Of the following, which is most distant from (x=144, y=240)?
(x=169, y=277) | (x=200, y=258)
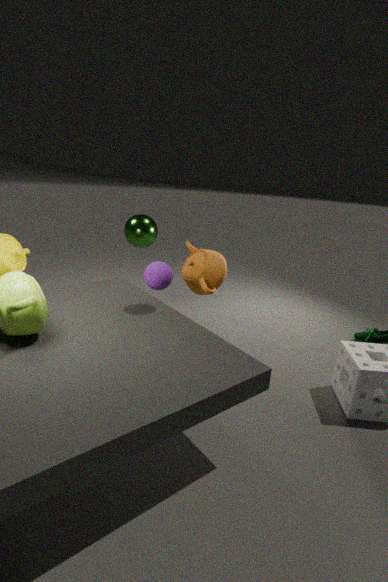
(x=169, y=277)
